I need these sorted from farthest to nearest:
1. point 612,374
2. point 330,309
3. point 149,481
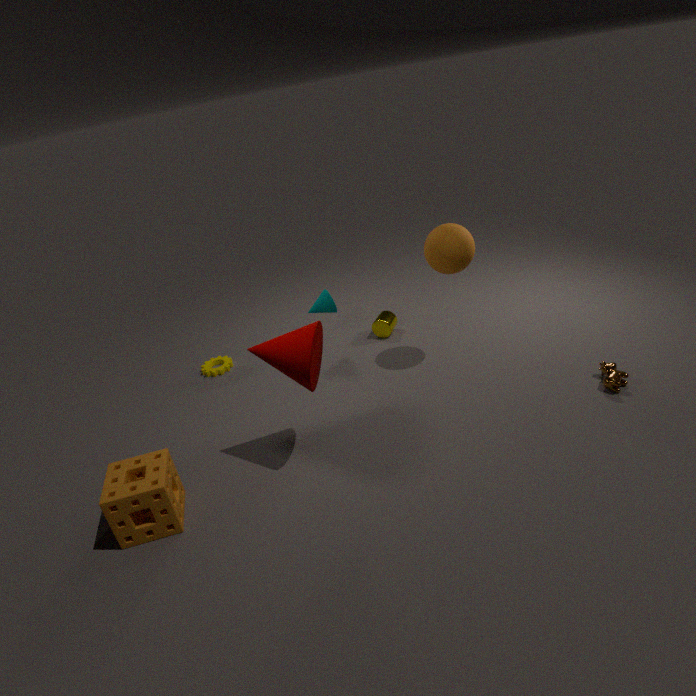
point 330,309
point 612,374
point 149,481
